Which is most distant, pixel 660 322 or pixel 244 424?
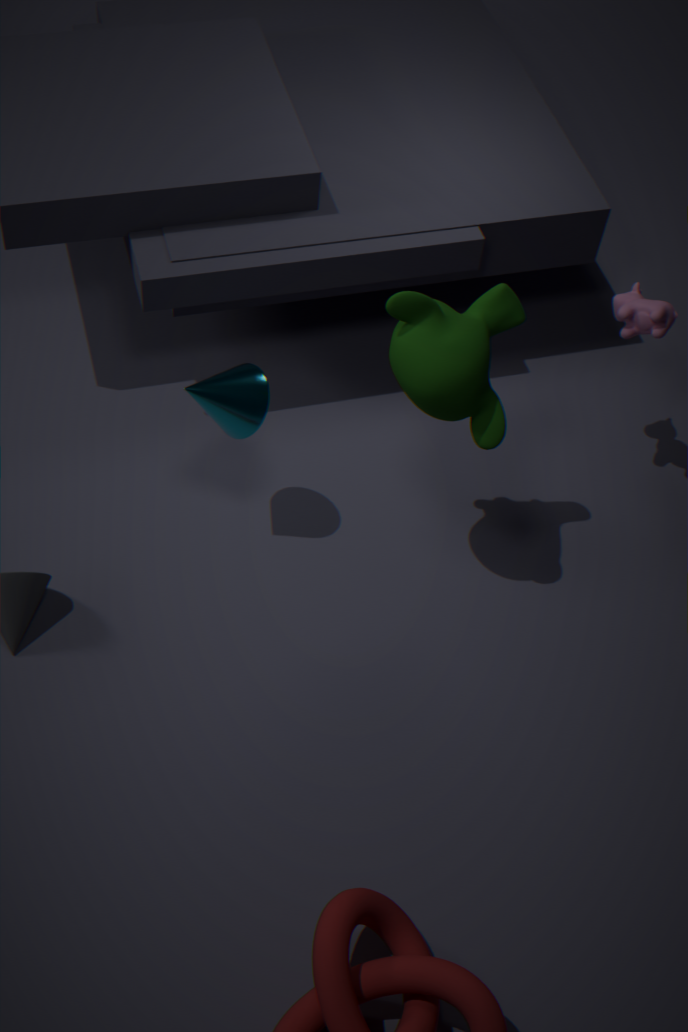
pixel 660 322
